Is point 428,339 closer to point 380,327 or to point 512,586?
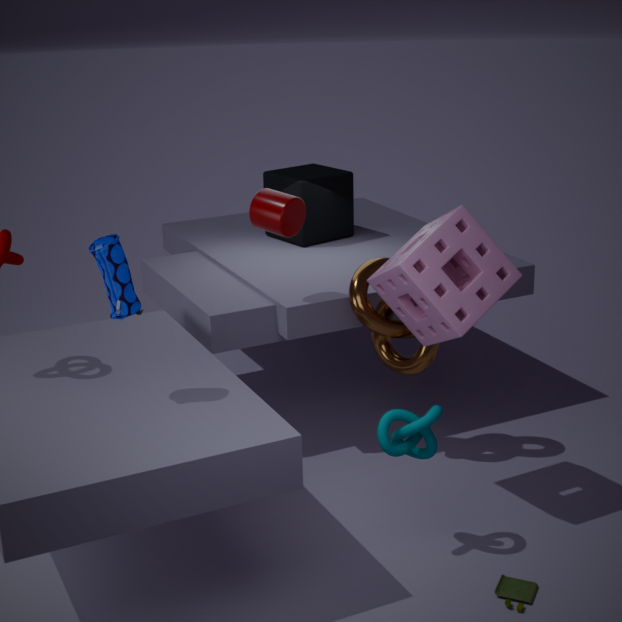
point 380,327
